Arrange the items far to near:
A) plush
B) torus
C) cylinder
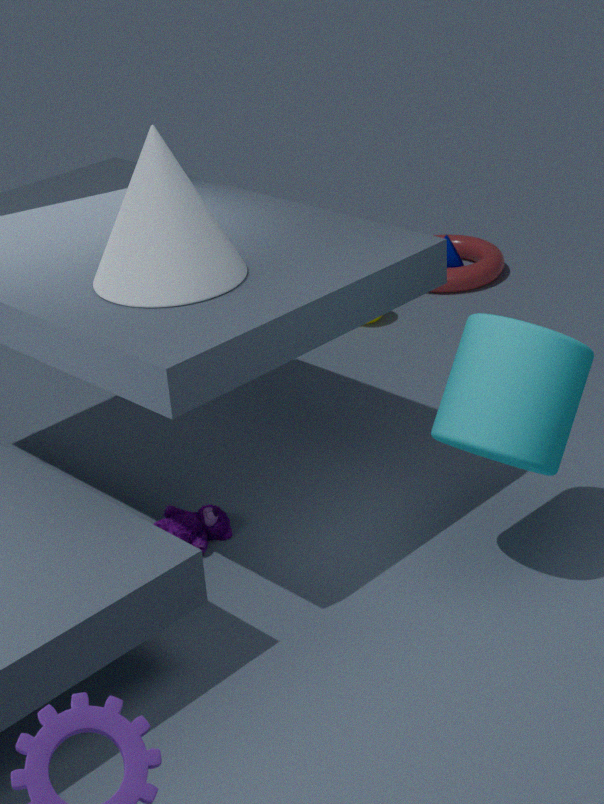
torus → plush → cylinder
